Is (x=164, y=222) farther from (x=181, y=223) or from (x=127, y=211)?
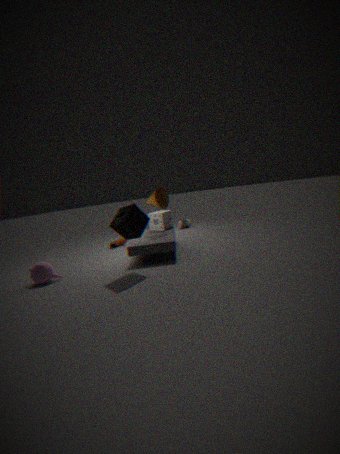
(x=181, y=223)
